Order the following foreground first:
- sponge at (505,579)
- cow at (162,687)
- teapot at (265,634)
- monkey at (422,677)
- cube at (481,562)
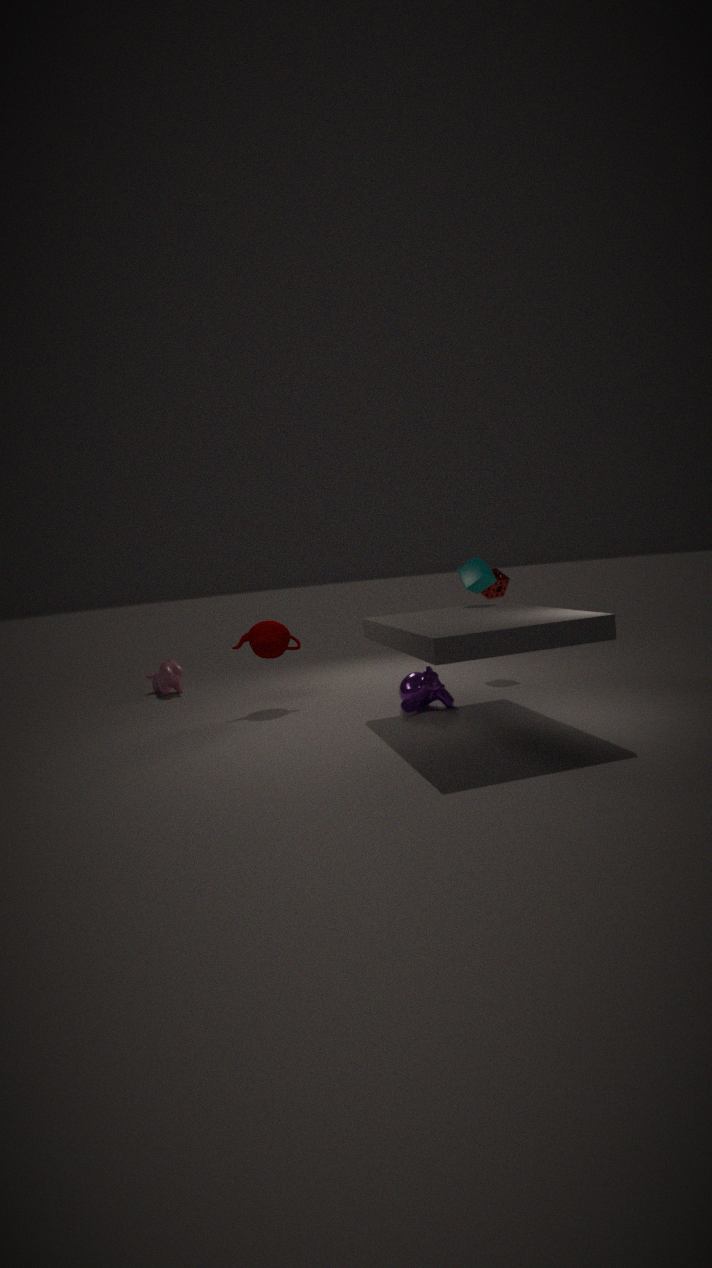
monkey at (422,677) < cube at (481,562) < teapot at (265,634) < sponge at (505,579) < cow at (162,687)
